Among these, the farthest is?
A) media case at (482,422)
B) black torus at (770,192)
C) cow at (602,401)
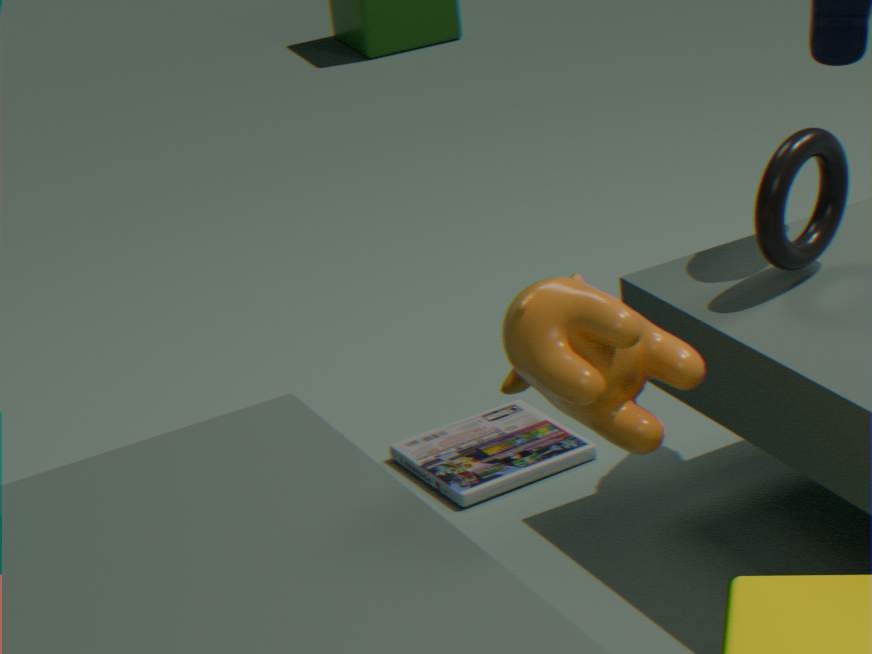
media case at (482,422)
